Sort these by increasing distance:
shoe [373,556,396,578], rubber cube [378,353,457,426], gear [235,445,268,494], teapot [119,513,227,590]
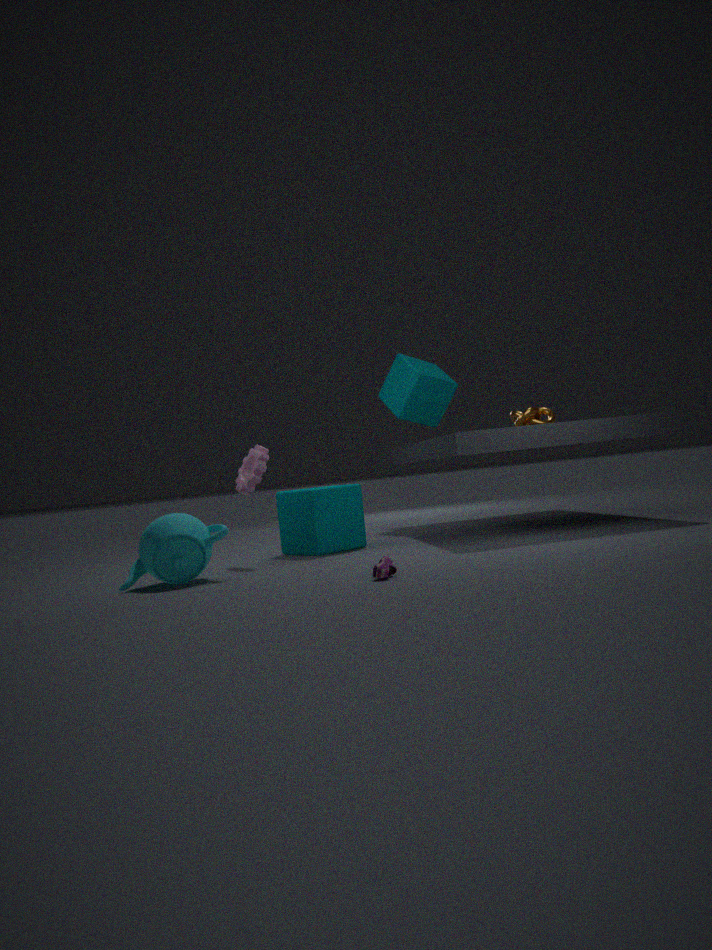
shoe [373,556,396,578] < teapot [119,513,227,590] < gear [235,445,268,494] < rubber cube [378,353,457,426]
